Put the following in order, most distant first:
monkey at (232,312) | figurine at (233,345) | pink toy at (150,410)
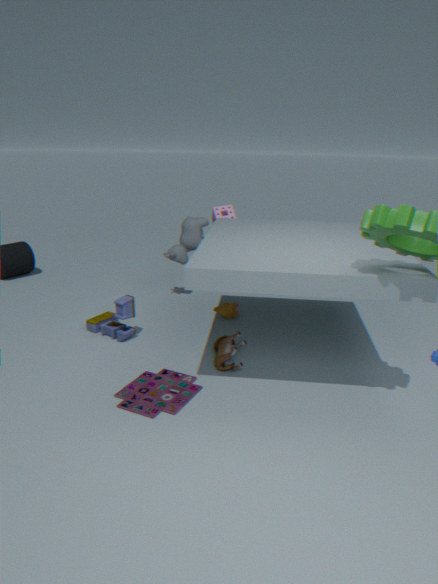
monkey at (232,312)
figurine at (233,345)
pink toy at (150,410)
